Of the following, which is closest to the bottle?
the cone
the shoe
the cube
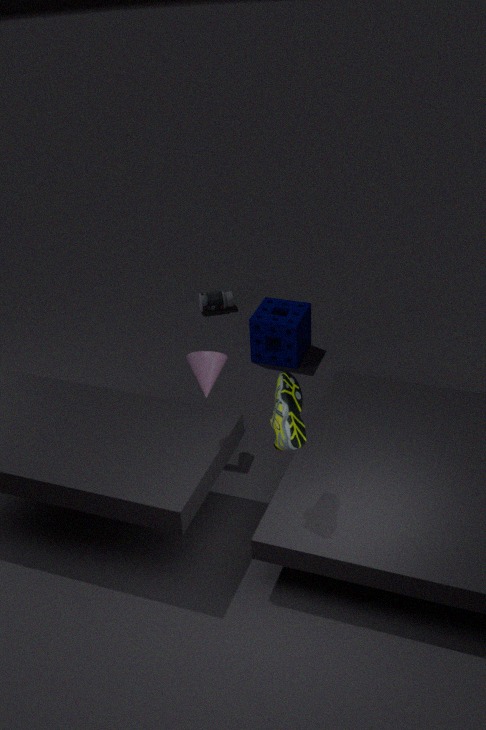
the cube
